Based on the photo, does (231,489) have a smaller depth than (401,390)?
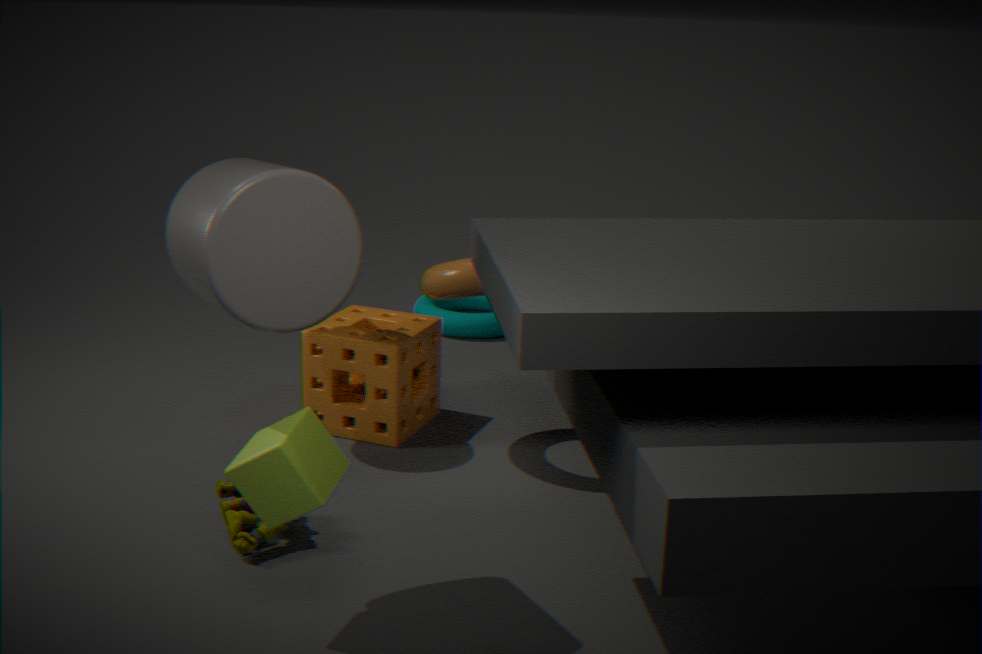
Yes
